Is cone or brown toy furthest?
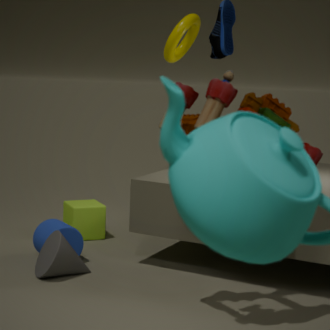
cone
